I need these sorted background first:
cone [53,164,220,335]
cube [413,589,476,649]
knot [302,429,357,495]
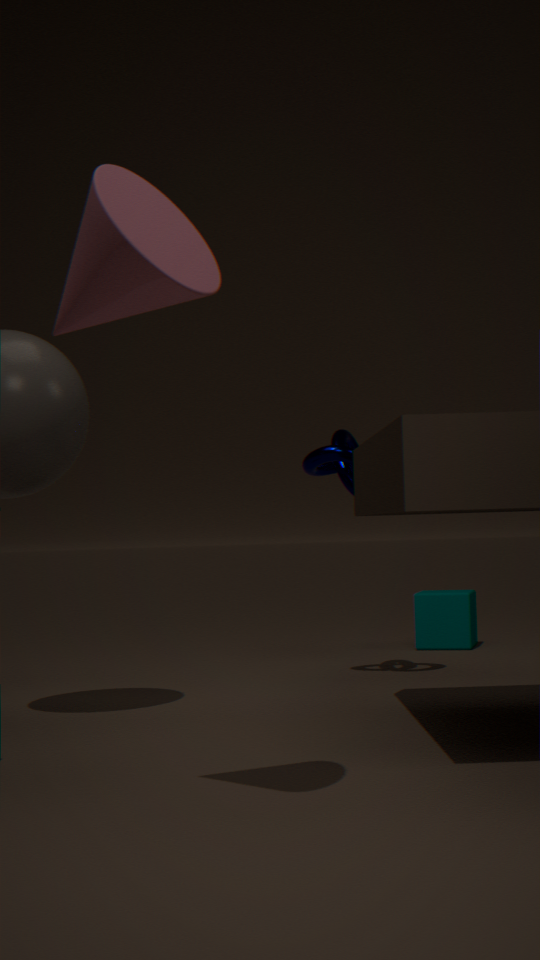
cube [413,589,476,649]
knot [302,429,357,495]
cone [53,164,220,335]
